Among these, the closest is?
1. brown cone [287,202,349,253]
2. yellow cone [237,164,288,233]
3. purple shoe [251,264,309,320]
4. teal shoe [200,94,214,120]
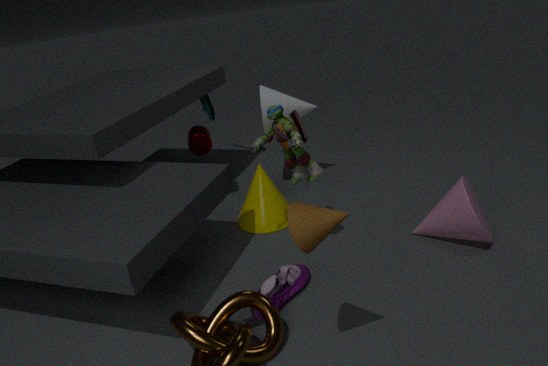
brown cone [287,202,349,253]
